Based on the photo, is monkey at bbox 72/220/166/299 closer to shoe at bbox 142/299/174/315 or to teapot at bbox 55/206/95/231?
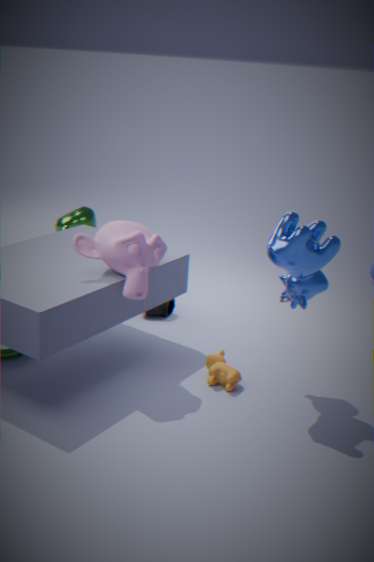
Answer: shoe at bbox 142/299/174/315
